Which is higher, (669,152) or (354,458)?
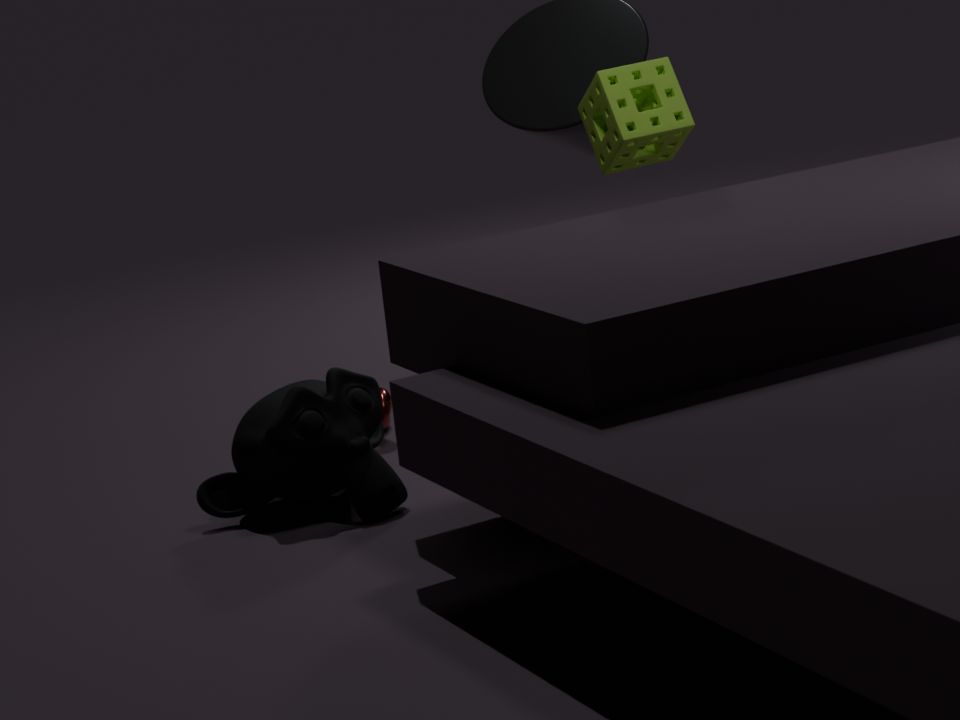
(669,152)
